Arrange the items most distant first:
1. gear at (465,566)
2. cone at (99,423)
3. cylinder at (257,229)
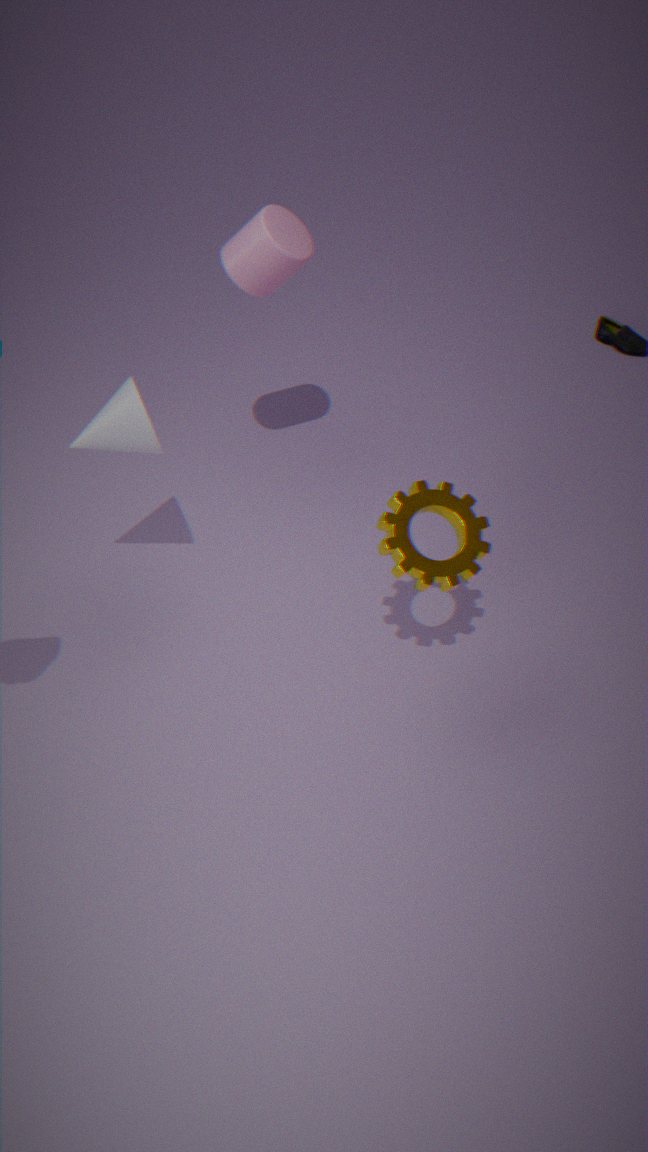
cylinder at (257,229) → cone at (99,423) → gear at (465,566)
